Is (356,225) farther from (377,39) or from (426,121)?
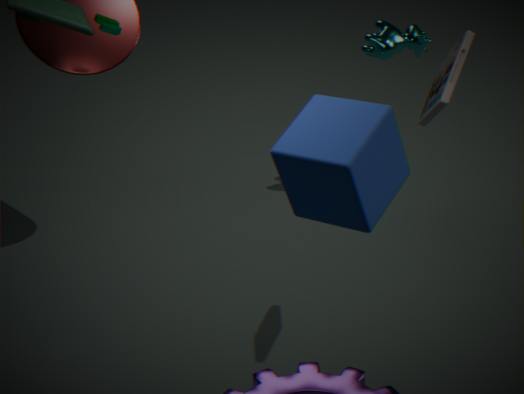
(377,39)
